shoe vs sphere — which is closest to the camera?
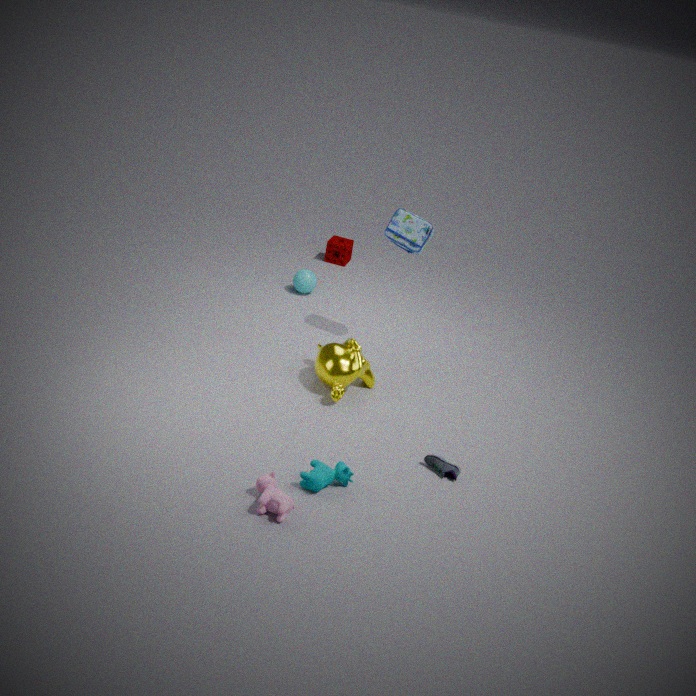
shoe
